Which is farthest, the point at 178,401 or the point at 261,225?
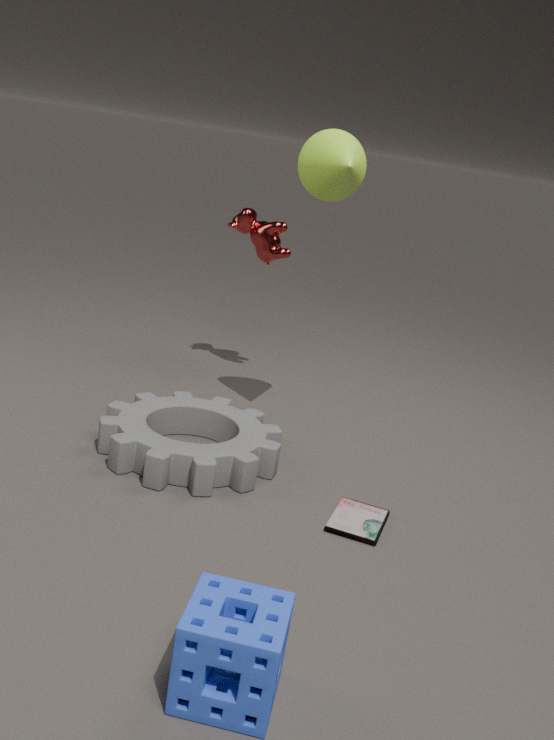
the point at 261,225
